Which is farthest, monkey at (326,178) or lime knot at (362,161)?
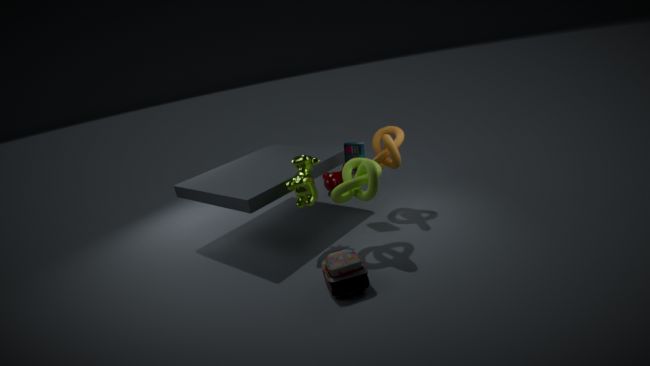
monkey at (326,178)
